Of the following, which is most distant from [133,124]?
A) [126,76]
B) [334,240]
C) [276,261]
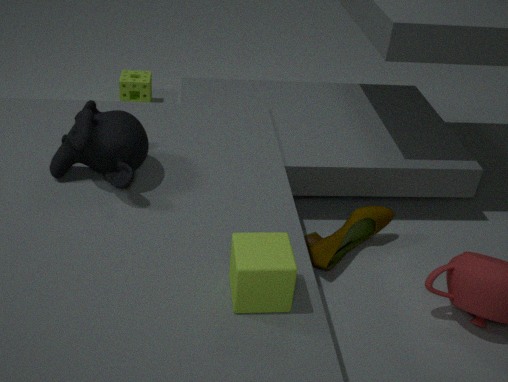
[126,76]
